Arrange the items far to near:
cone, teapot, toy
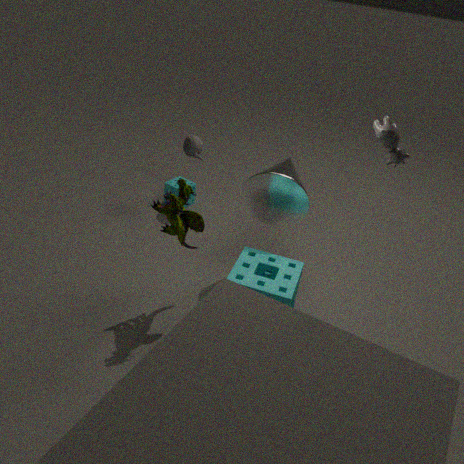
teapot < cone < toy
